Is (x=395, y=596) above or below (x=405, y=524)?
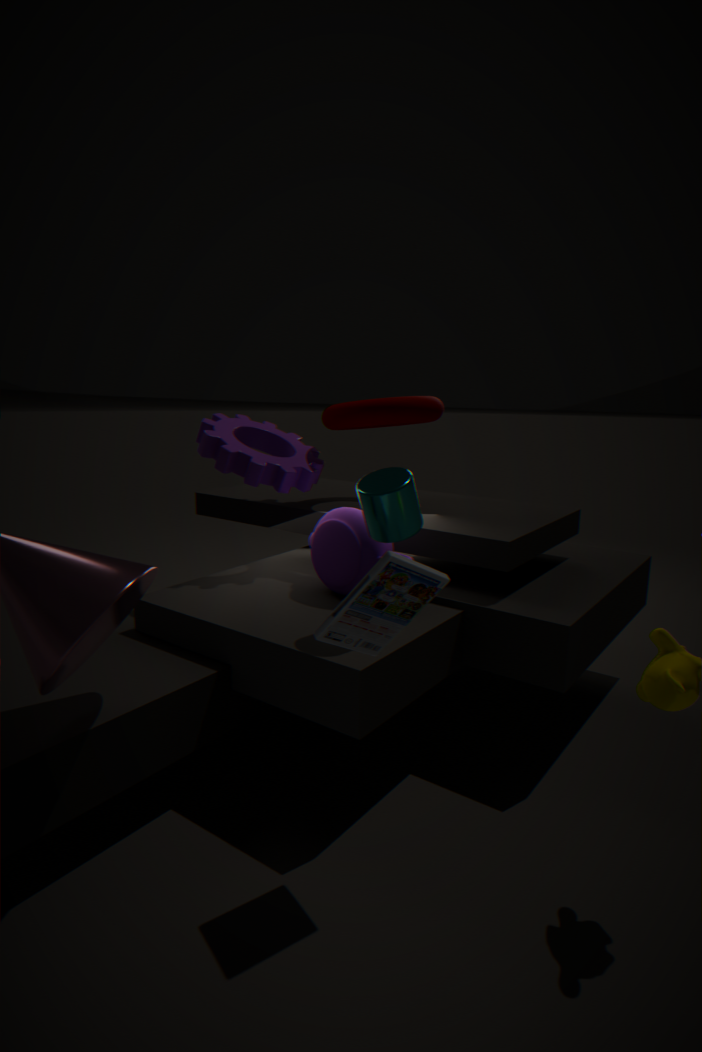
below
